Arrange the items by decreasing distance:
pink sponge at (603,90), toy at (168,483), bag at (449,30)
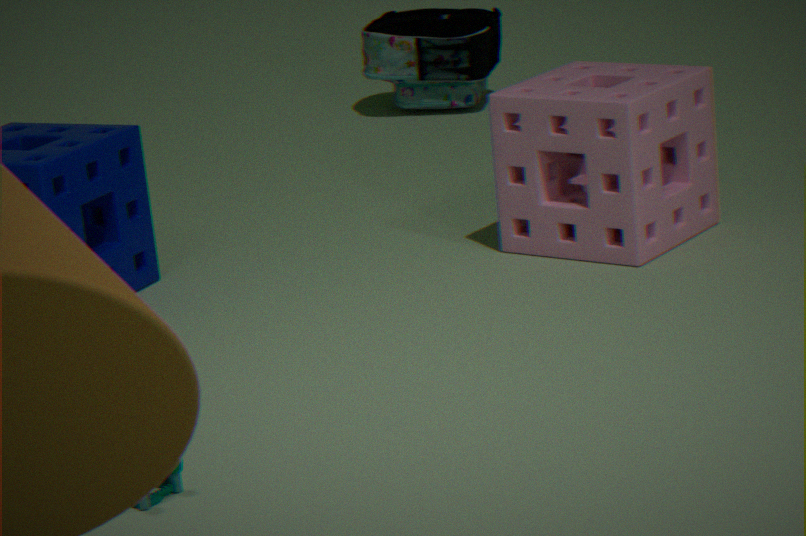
1. bag at (449,30)
2. pink sponge at (603,90)
3. toy at (168,483)
